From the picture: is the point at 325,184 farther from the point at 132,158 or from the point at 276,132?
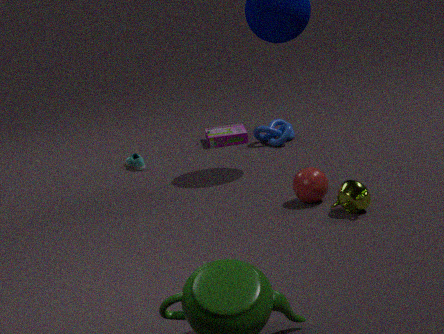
the point at 132,158
